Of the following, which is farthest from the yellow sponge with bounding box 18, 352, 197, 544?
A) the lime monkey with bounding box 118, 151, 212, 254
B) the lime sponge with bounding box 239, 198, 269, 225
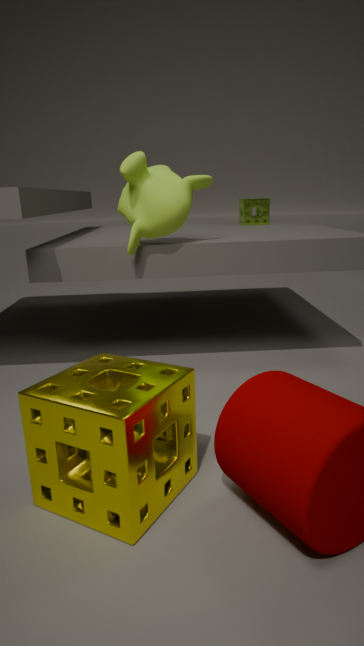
the lime sponge with bounding box 239, 198, 269, 225
